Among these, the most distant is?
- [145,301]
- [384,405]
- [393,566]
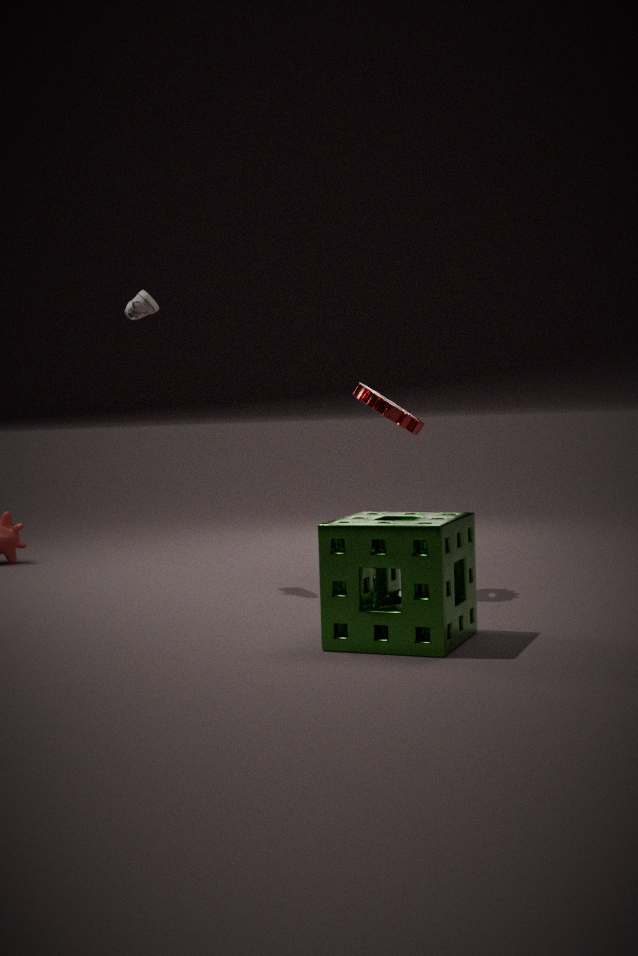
[145,301]
